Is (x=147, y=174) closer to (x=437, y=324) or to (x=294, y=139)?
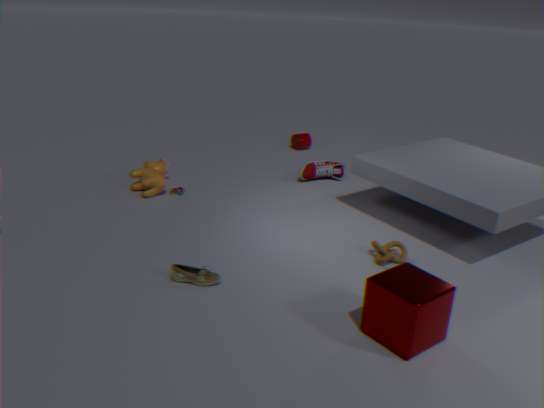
(x=294, y=139)
